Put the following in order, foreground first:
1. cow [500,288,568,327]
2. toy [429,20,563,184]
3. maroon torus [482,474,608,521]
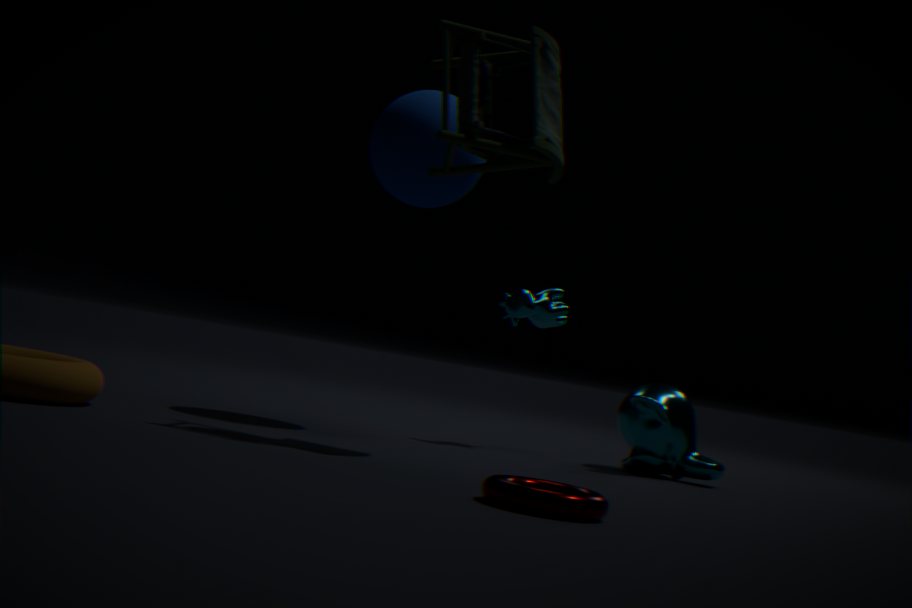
1. maroon torus [482,474,608,521]
2. toy [429,20,563,184]
3. cow [500,288,568,327]
